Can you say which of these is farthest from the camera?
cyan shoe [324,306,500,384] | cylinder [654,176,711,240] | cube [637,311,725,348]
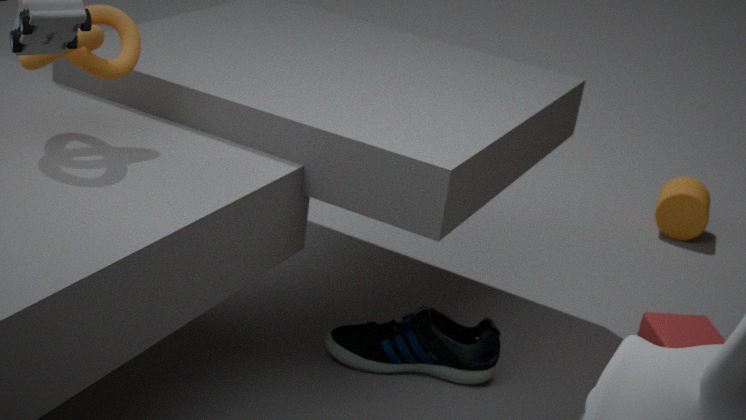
cylinder [654,176,711,240]
